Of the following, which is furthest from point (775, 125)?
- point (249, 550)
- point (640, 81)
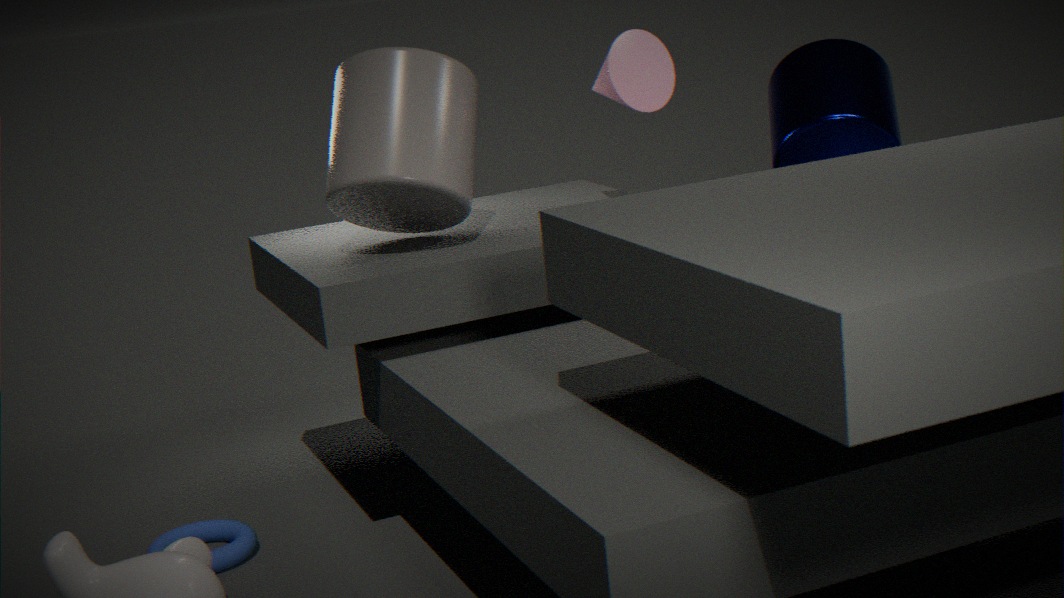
point (249, 550)
